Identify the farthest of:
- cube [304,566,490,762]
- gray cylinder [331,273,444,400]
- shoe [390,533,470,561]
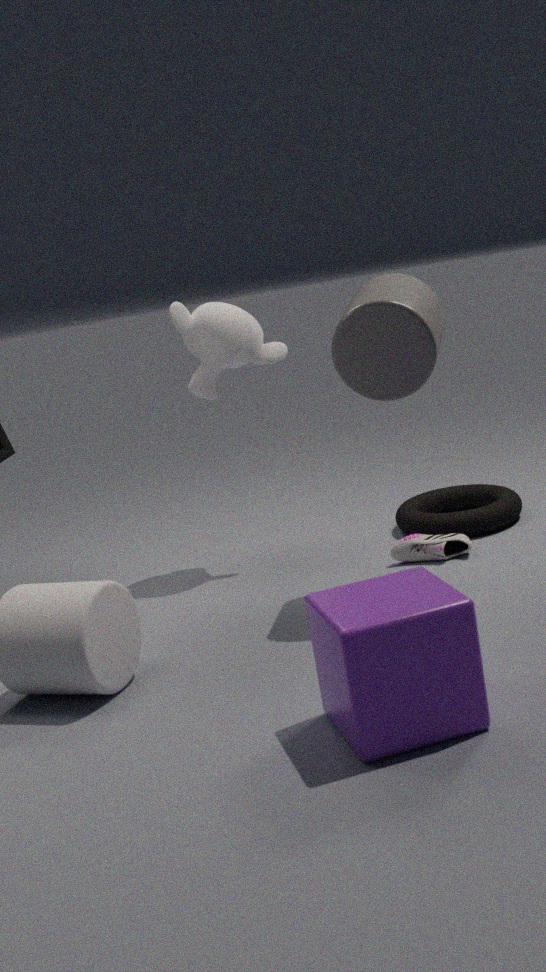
shoe [390,533,470,561]
